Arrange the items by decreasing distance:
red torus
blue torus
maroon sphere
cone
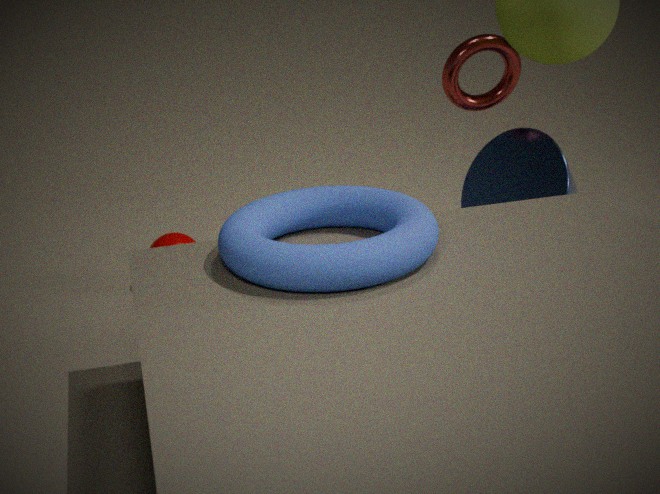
red torus, cone, maroon sphere, blue torus
